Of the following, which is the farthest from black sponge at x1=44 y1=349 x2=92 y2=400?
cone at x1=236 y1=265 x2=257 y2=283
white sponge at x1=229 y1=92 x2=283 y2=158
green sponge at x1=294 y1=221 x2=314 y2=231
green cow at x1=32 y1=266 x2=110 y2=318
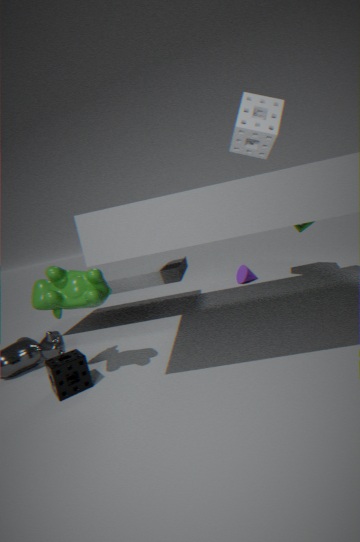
green sponge at x1=294 y1=221 x2=314 y2=231
